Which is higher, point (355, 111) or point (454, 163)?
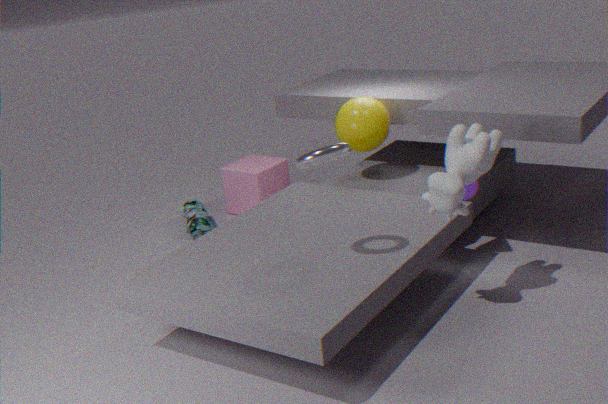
point (454, 163)
